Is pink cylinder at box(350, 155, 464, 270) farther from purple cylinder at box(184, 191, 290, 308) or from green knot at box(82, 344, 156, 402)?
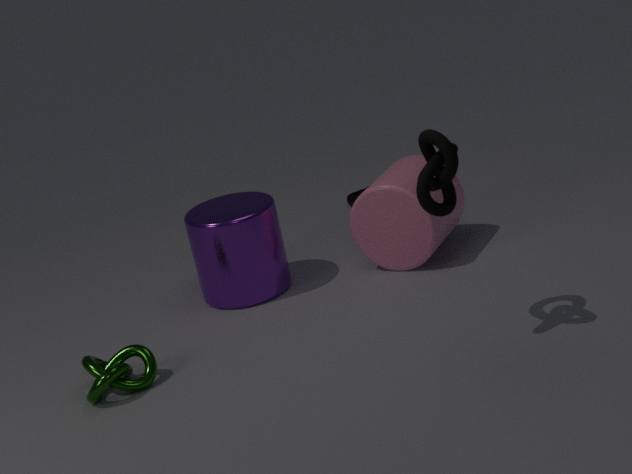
green knot at box(82, 344, 156, 402)
